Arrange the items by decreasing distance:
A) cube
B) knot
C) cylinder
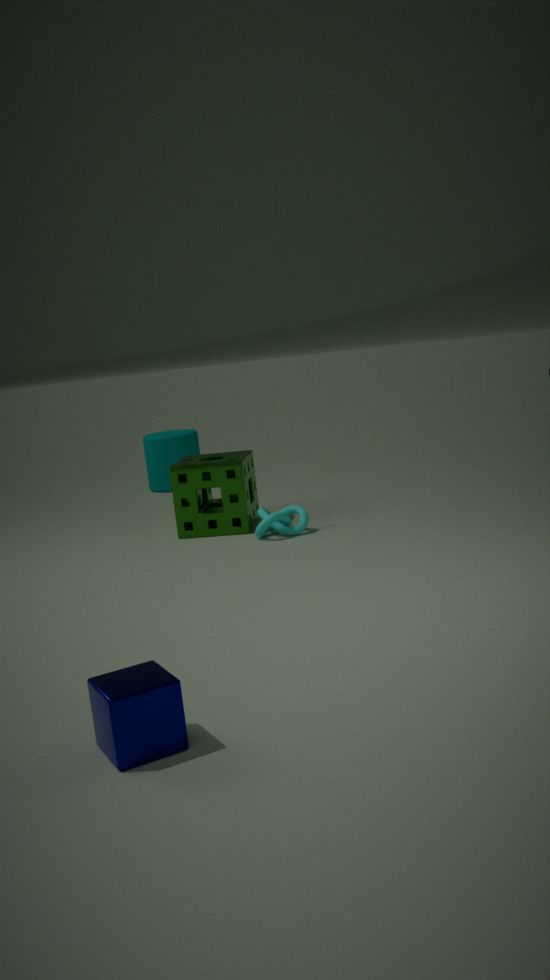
C. cylinder
B. knot
A. cube
